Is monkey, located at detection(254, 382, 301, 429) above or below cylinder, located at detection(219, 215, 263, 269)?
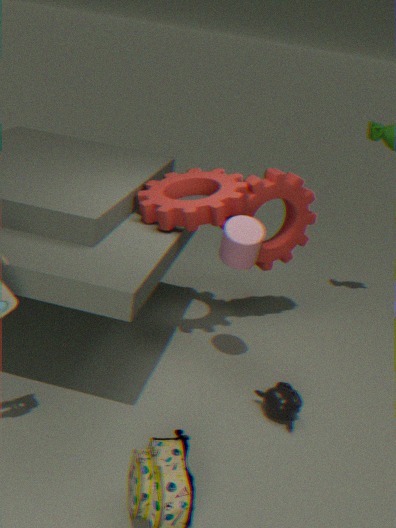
below
